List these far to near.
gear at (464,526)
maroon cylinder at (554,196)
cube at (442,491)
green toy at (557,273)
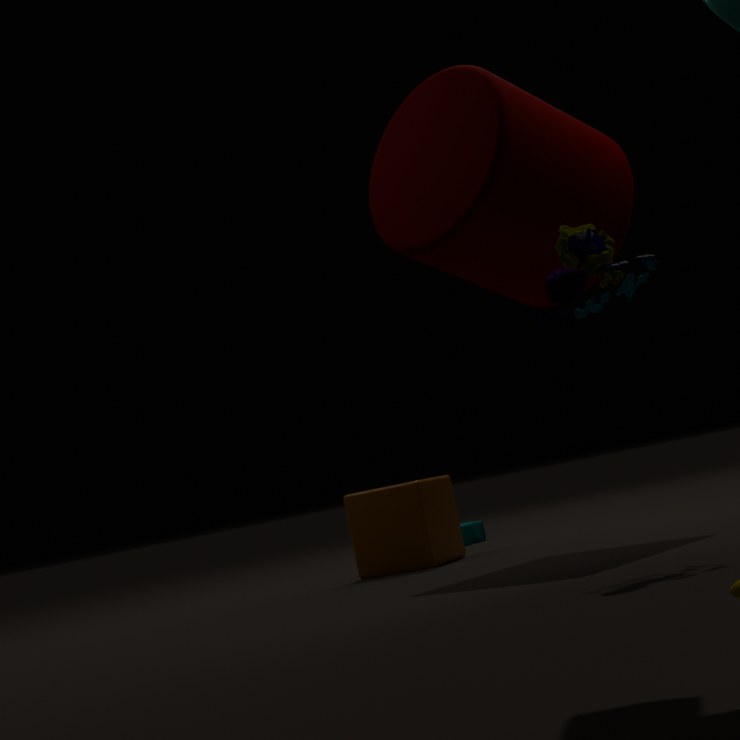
gear at (464,526) < cube at (442,491) < maroon cylinder at (554,196) < green toy at (557,273)
